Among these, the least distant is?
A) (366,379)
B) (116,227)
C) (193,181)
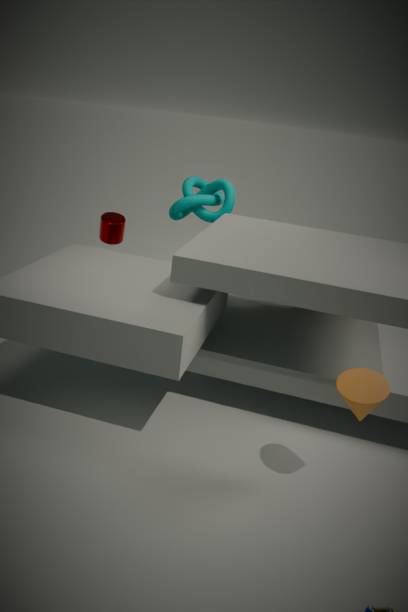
(366,379)
